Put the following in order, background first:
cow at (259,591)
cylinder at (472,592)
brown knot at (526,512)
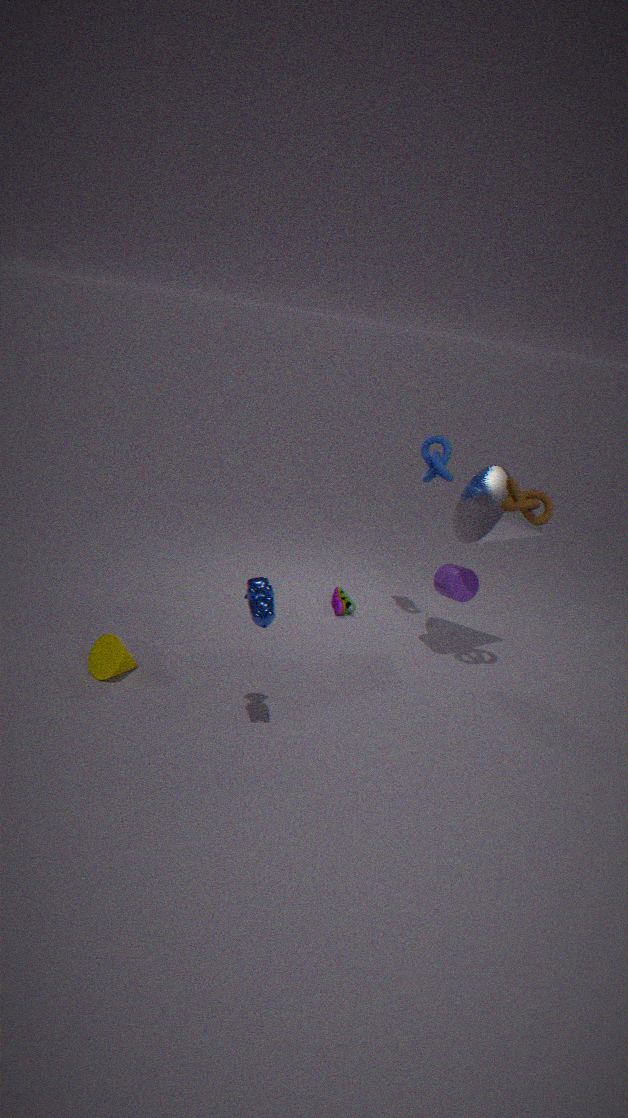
1. cylinder at (472,592)
2. brown knot at (526,512)
3. cow at (259,591)
